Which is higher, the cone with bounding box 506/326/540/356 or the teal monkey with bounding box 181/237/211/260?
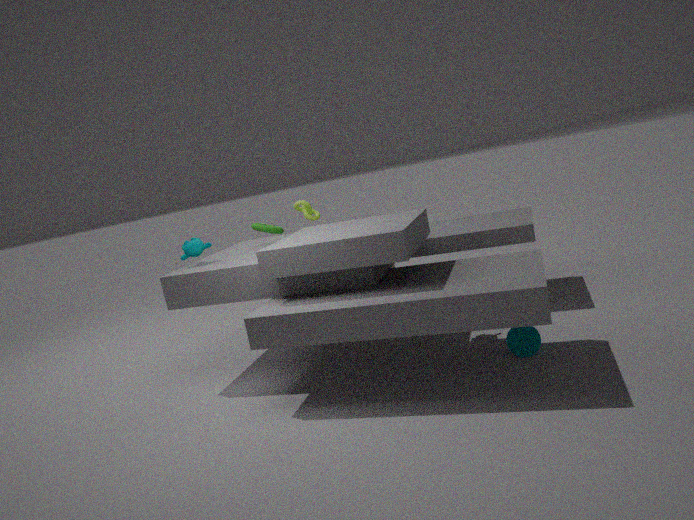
the teal monkey with bounding box 181/237/211/260
